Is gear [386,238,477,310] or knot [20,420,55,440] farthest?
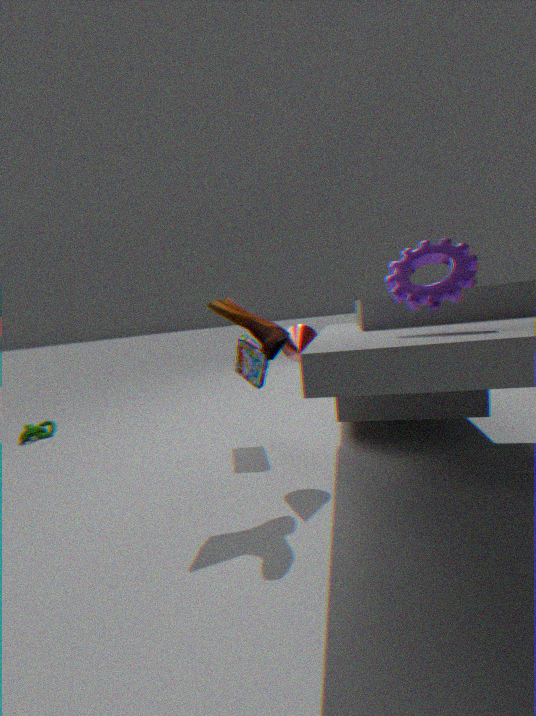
knot [20,420,55,440]
